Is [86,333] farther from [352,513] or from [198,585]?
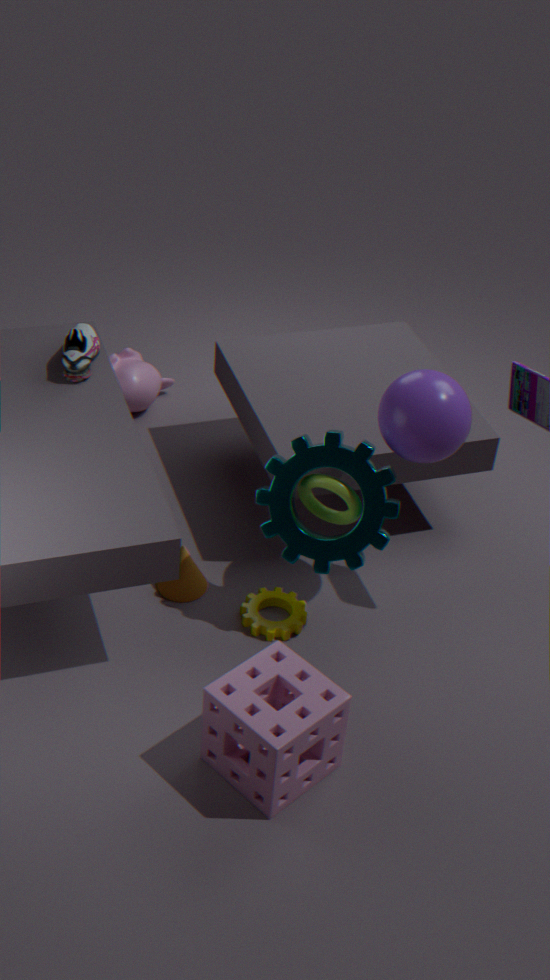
[352,513]
